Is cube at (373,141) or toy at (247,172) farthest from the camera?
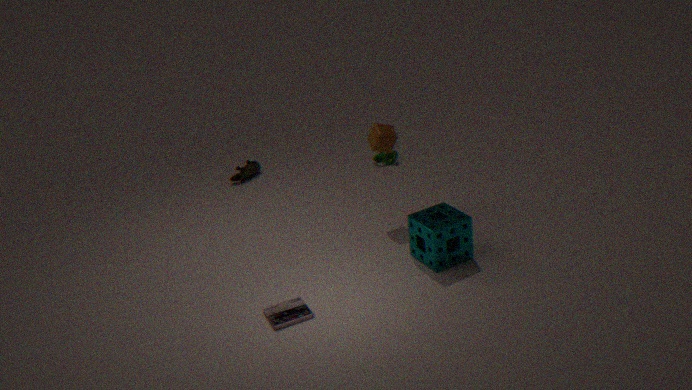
toy at (247,172)
